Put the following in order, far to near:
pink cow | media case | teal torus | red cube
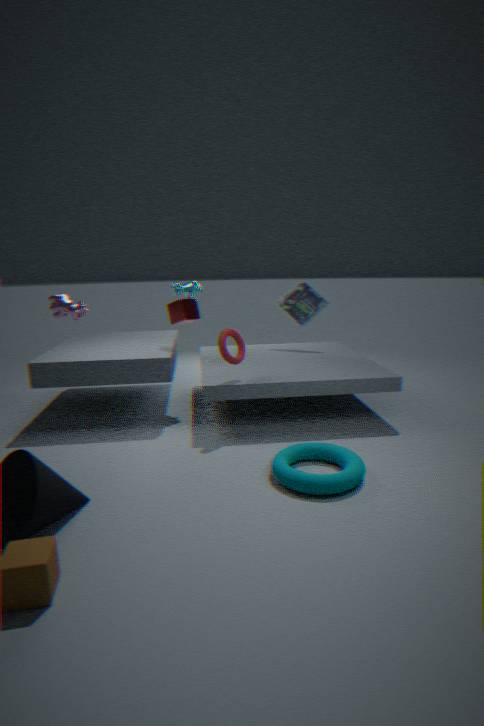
media case
red cube
pink cow
teal torus
